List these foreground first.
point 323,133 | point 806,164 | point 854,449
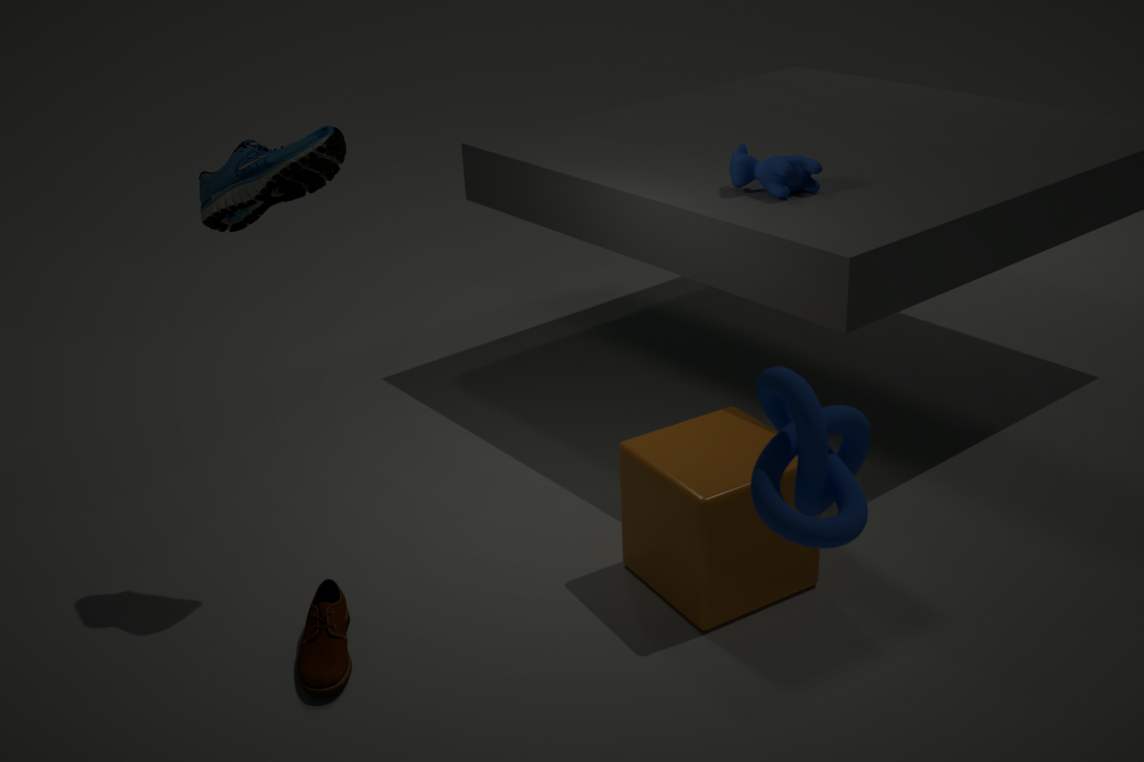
1. point 854,449
2. point 323,133
3. point 806,164
